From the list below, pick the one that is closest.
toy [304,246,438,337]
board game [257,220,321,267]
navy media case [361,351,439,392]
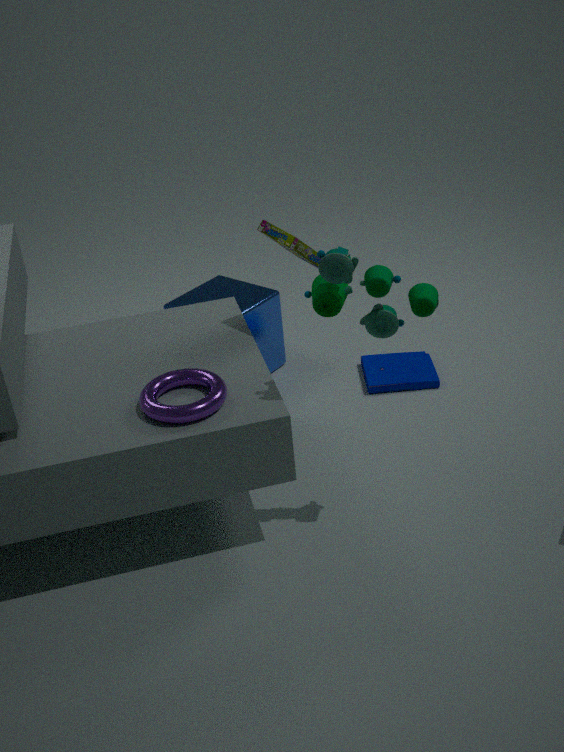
toy [304,246,438,337]
